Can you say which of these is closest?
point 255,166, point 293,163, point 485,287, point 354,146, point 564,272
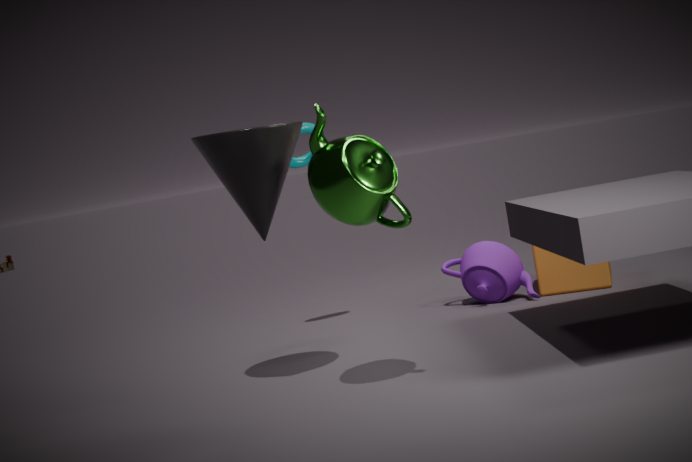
point 354,146
